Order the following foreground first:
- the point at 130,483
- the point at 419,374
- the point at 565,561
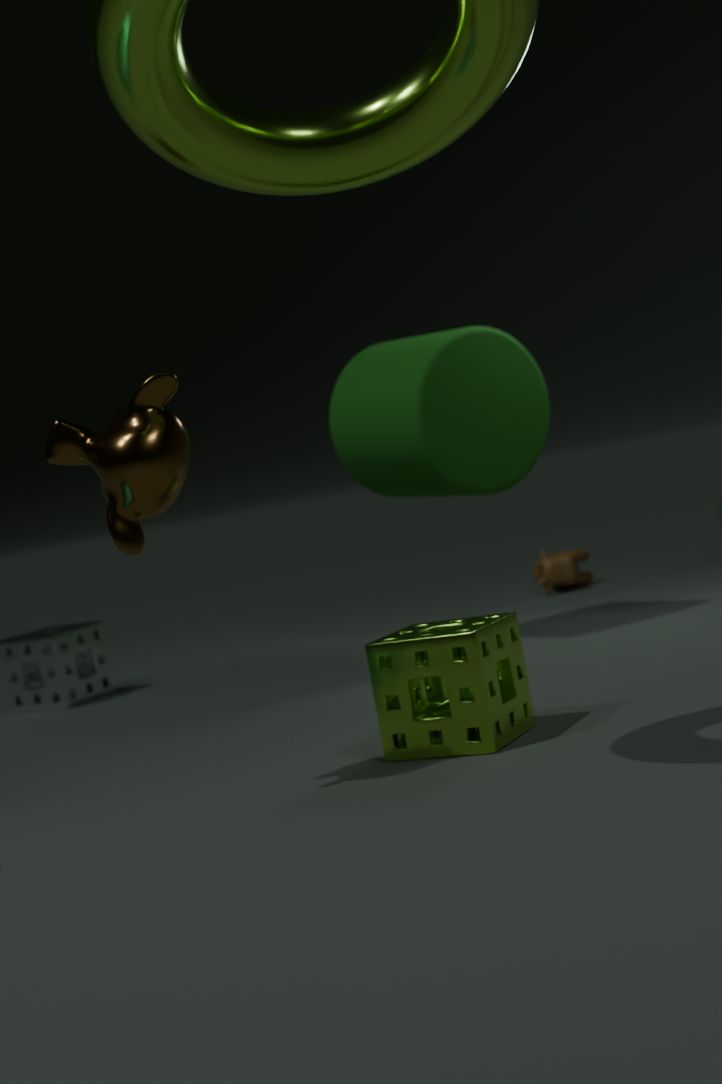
the point at 130,483 < the point at 419,374 < the point at 565,561
